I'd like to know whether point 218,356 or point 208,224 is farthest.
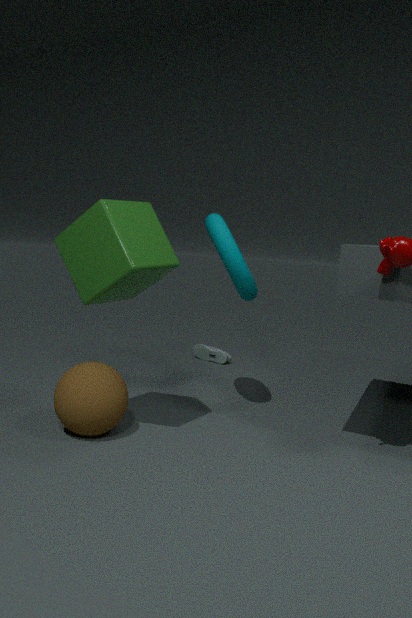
point 218,356
